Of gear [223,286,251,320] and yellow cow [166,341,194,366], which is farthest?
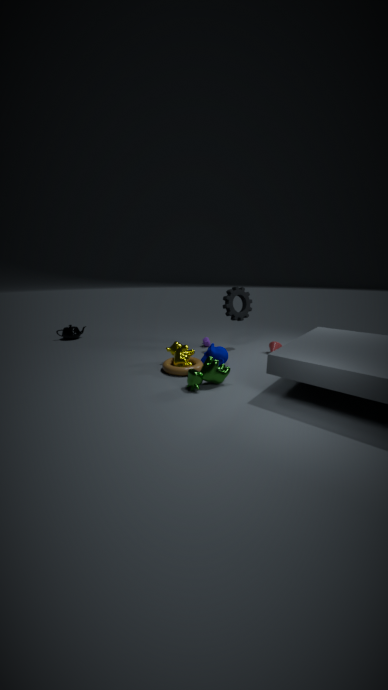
gear [223,286,251,320]
